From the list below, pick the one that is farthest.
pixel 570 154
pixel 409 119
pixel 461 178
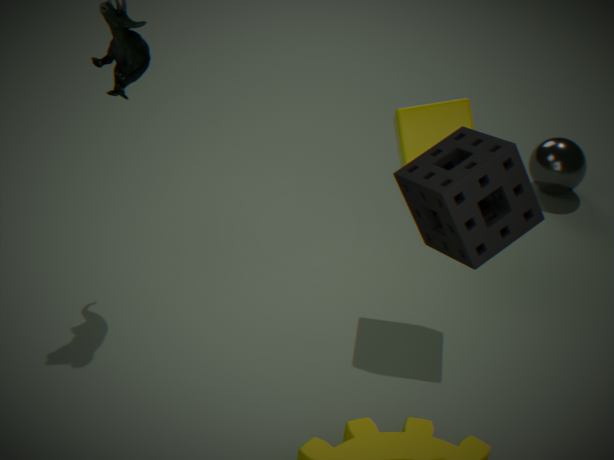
pixel 570 154
